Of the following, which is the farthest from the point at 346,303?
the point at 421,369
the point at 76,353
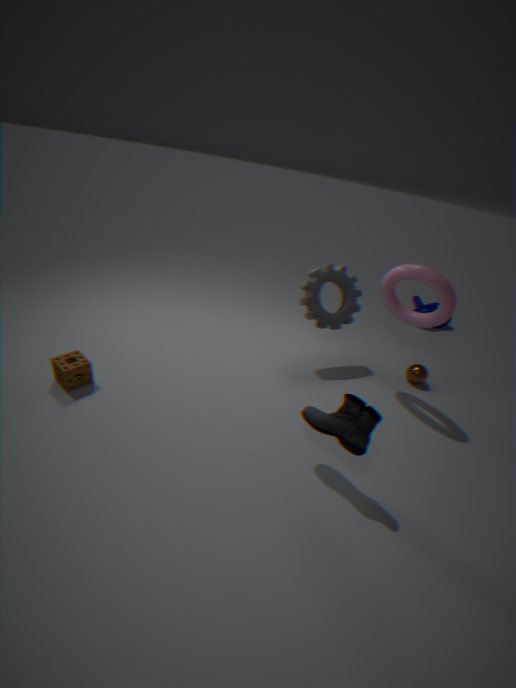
the point at 76,353
